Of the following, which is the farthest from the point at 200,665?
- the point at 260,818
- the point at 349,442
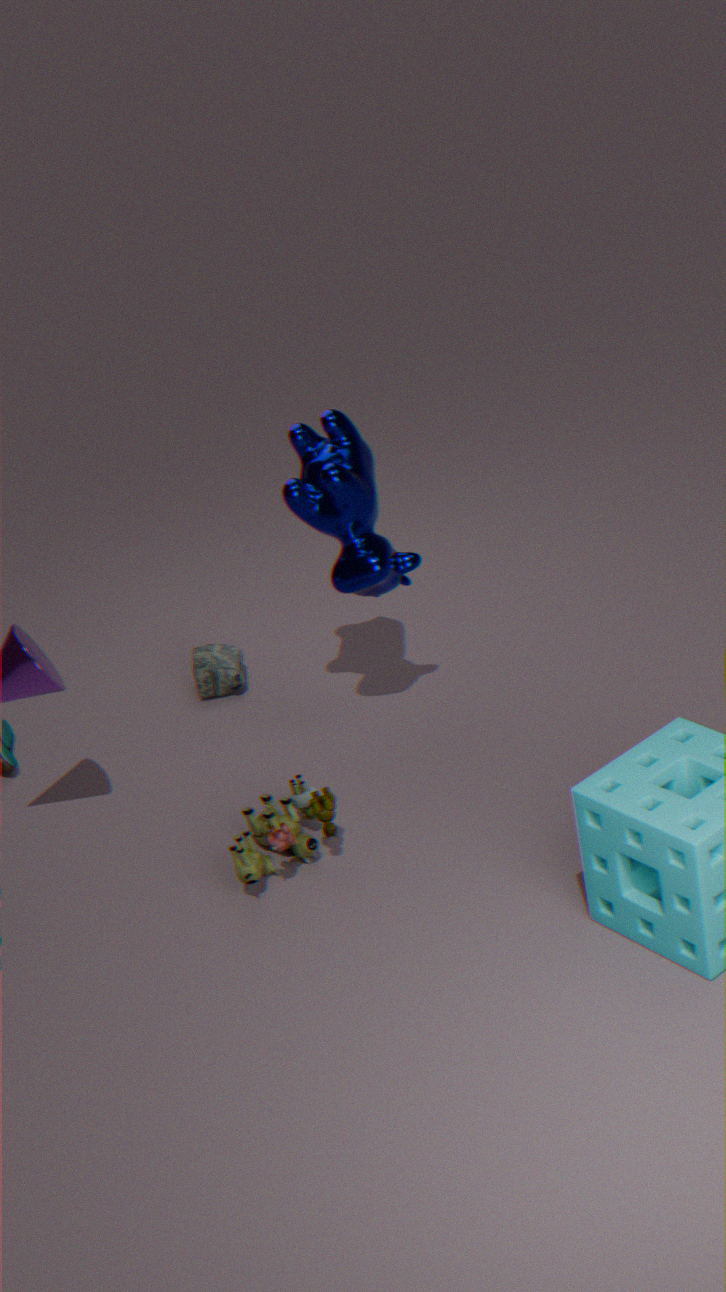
the point at 260,818
